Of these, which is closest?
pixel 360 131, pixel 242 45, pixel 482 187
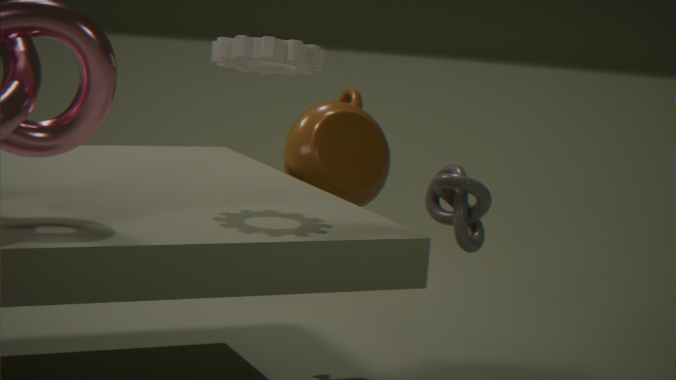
pixel 242 45
